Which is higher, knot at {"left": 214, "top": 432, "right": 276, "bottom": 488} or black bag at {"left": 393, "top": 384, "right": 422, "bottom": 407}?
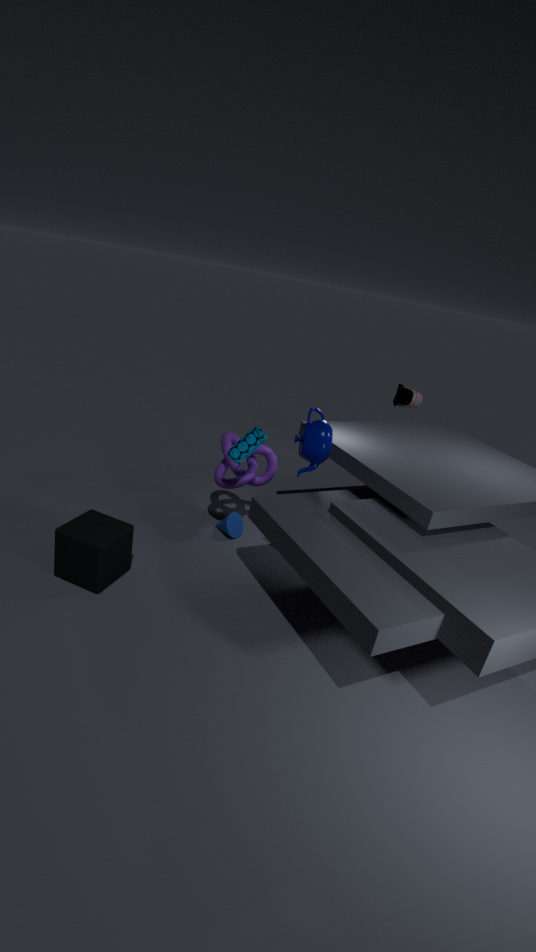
black bag at {"left": 393, "top": 384, "right": 422, "bottom": 407}
